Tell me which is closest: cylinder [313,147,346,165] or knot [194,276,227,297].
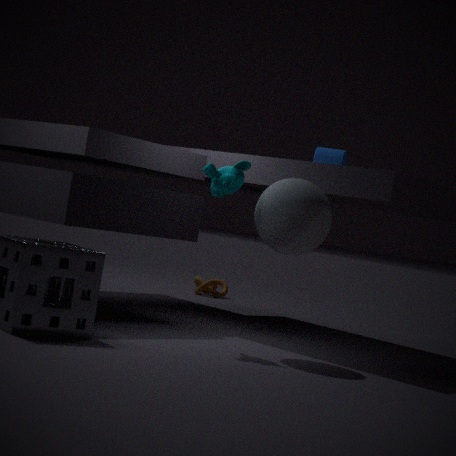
cylinder [313,147,346,165]
